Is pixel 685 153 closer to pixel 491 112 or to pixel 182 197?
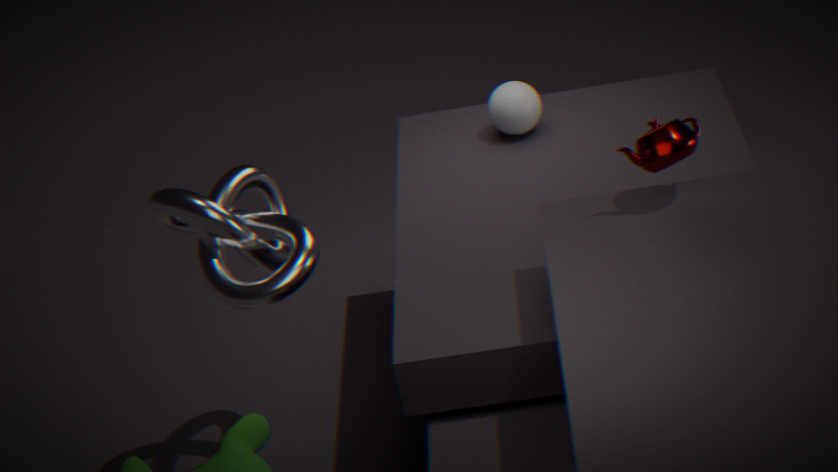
pixel 491 112
